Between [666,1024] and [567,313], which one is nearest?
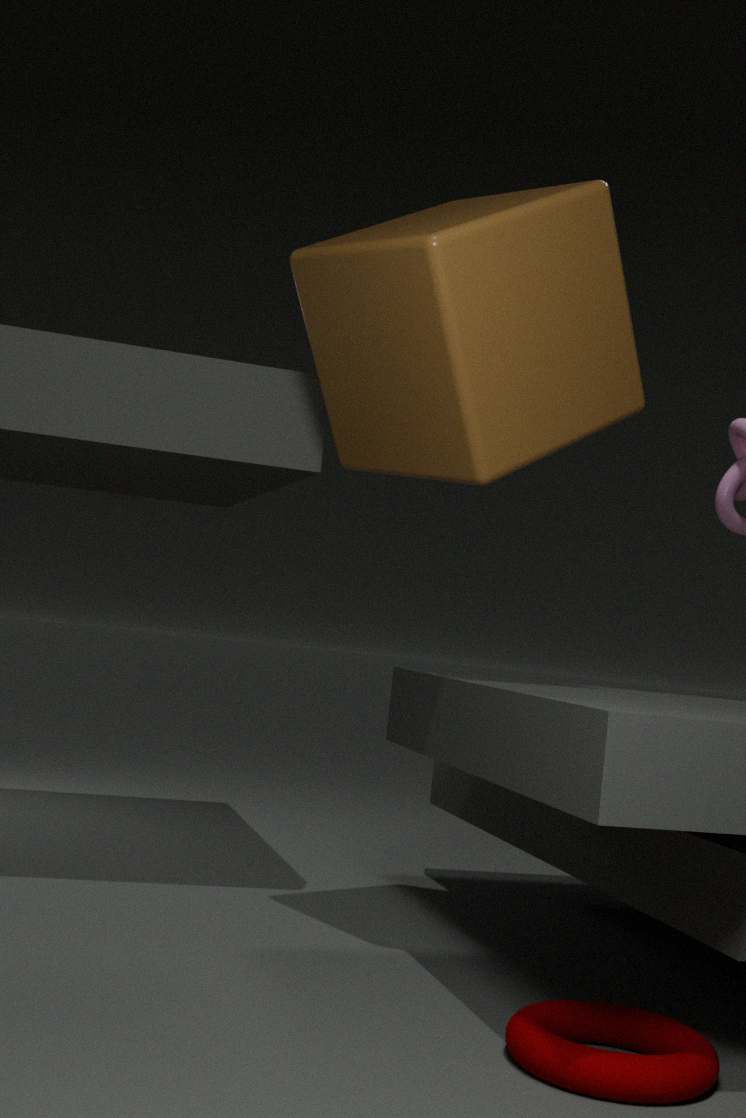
[666,1024]
